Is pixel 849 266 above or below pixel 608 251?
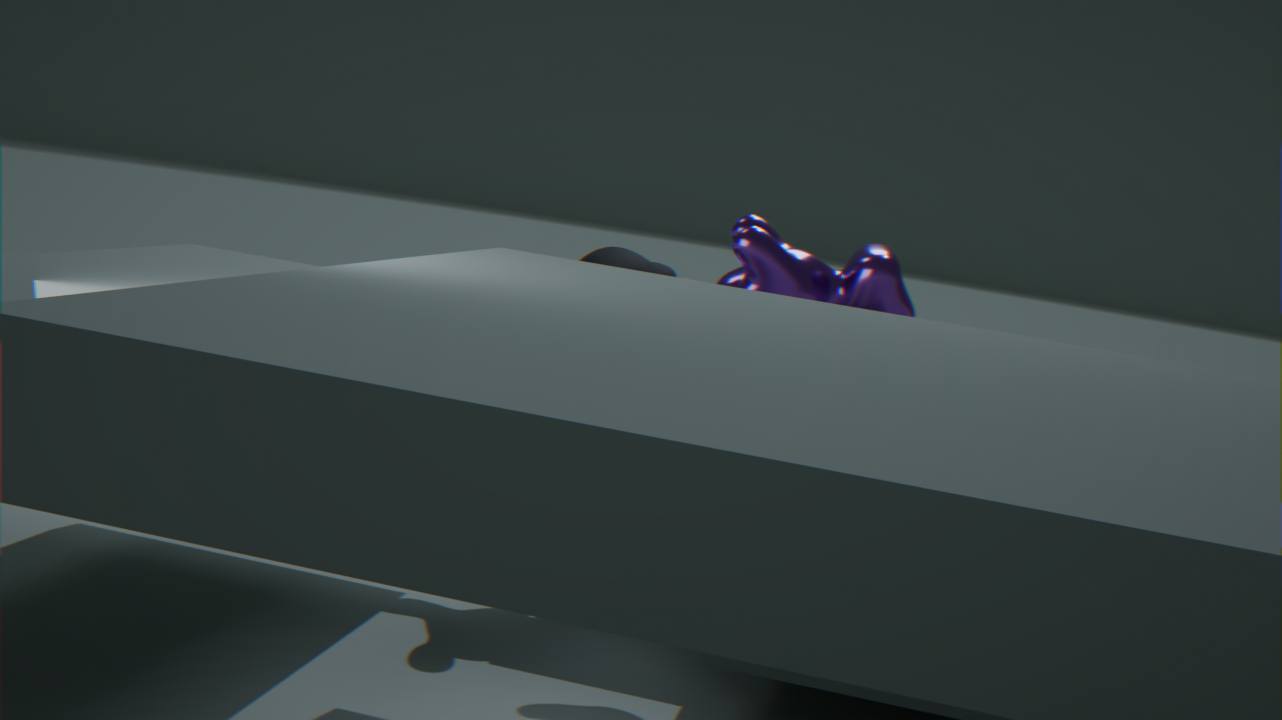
above
